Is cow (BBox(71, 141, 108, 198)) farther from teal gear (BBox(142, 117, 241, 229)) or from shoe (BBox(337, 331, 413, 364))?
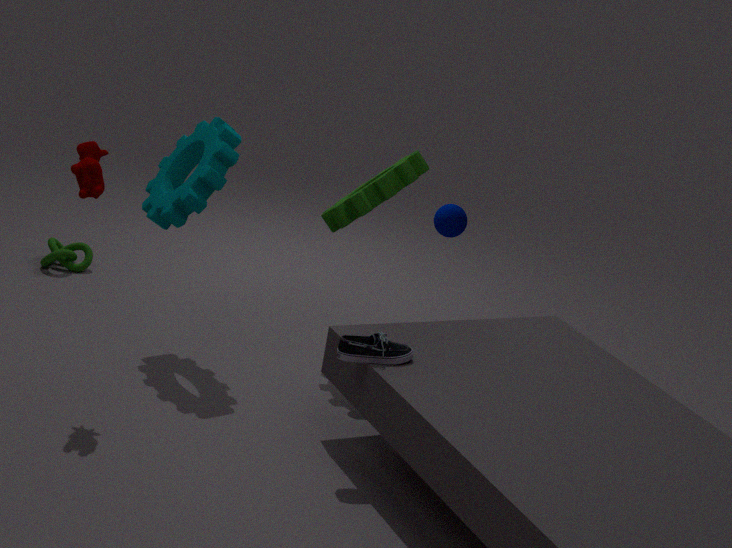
shoe (BBox(337, 331, 413, 364))
